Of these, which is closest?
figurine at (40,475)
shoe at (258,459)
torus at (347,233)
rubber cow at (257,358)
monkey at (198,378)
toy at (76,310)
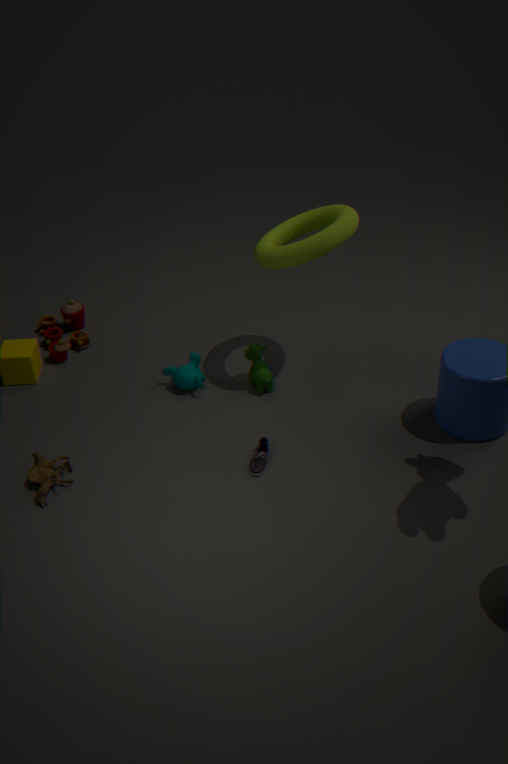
figurine at (40,475)
